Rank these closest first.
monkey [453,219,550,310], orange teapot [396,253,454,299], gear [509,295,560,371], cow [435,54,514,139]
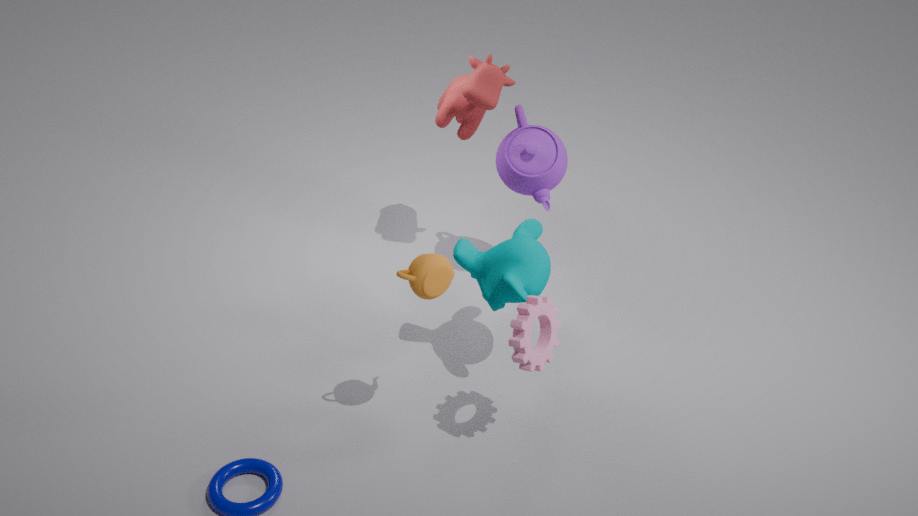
1. orange teapot [396,253,454,299]
2. gear [509,295,560,371]
3. monkey [453,219,550,310]
4. cow [435,54,514,139]
